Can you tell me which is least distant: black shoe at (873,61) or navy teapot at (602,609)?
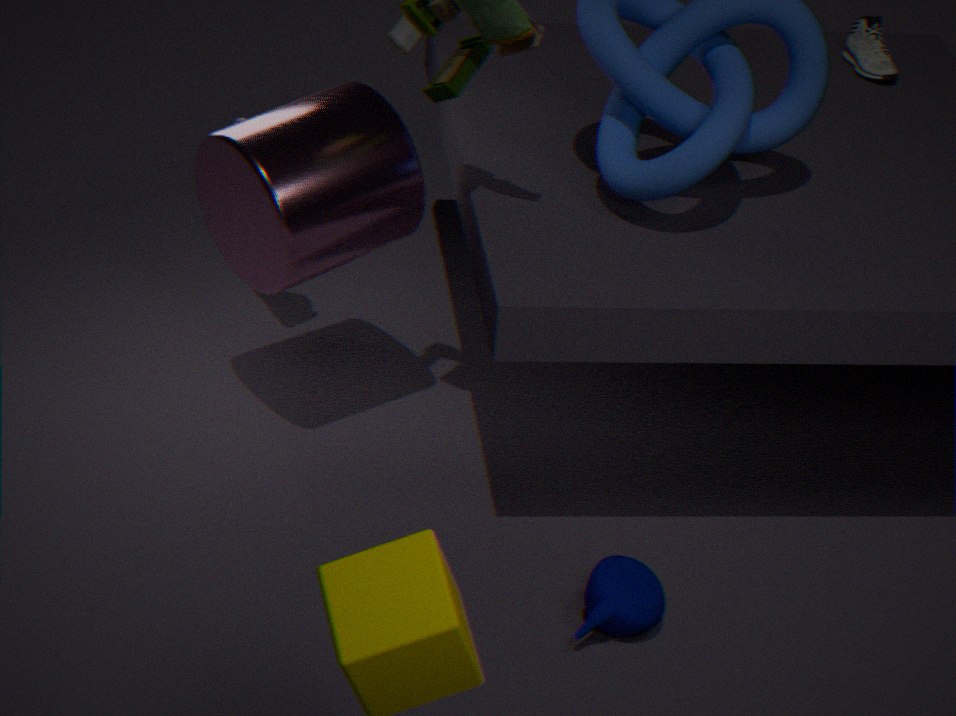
navy teapot at (602,609)
